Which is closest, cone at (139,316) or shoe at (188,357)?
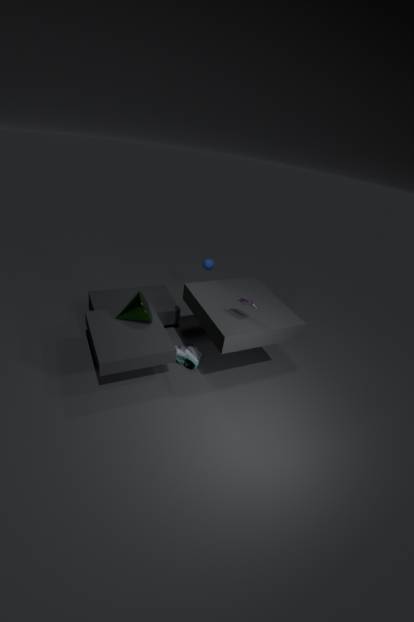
cone at (139,316)
